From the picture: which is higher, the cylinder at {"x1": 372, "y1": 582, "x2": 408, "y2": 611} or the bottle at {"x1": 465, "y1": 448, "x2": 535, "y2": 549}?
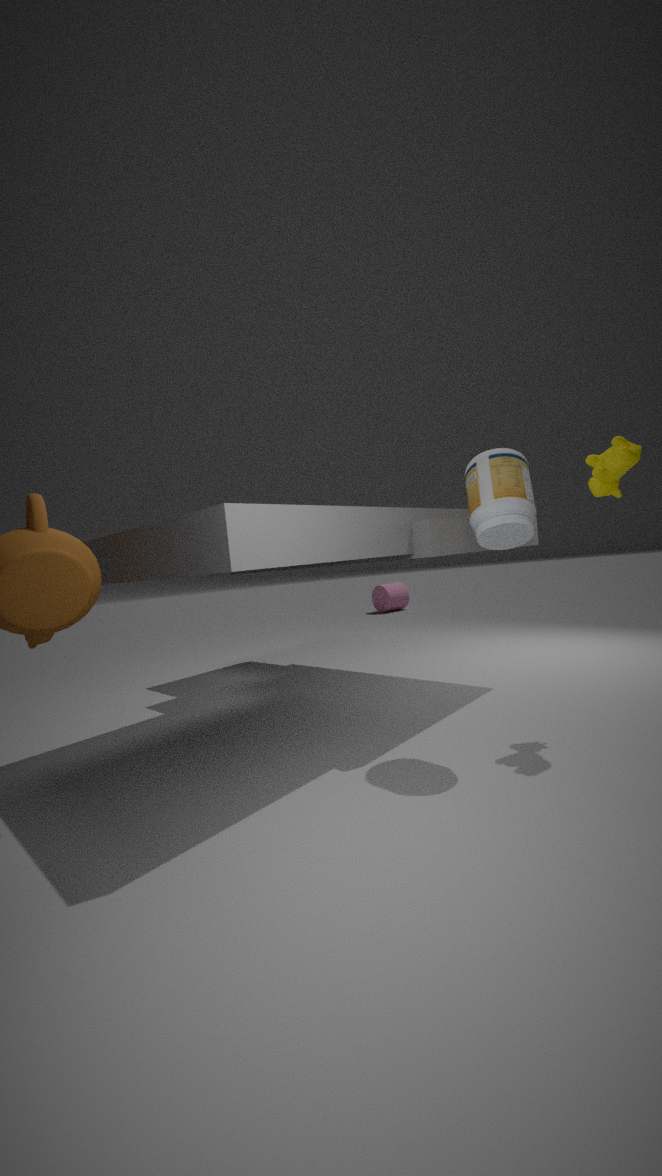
the bottle at {"x1": 465, "y1": 448, "x2": 535, "y2": 549}
